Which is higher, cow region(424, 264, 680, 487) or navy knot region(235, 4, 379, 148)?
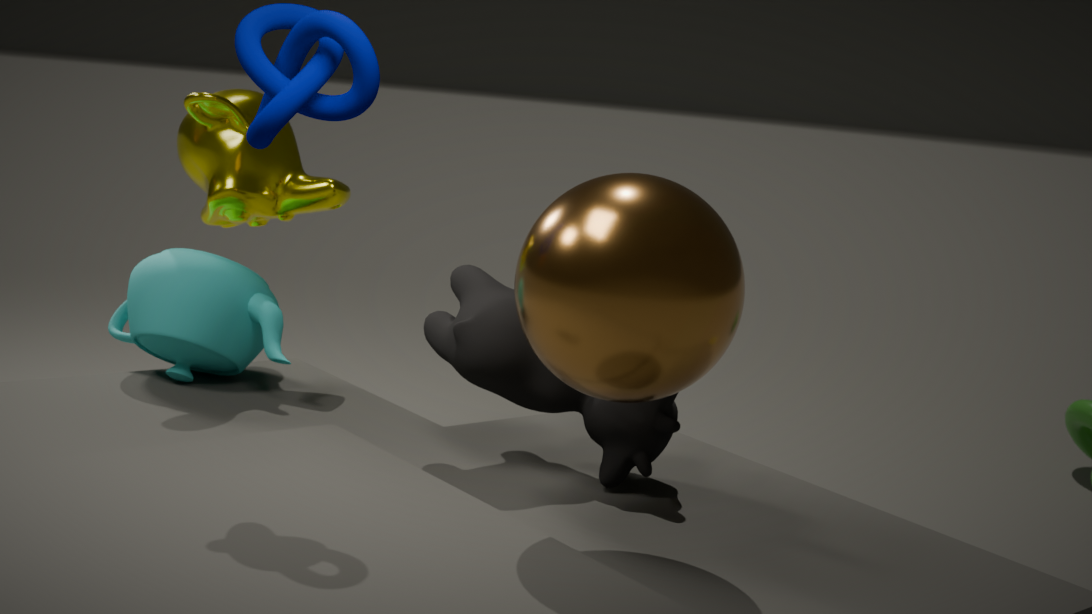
navy knot region(235, 4, 379, 148)
